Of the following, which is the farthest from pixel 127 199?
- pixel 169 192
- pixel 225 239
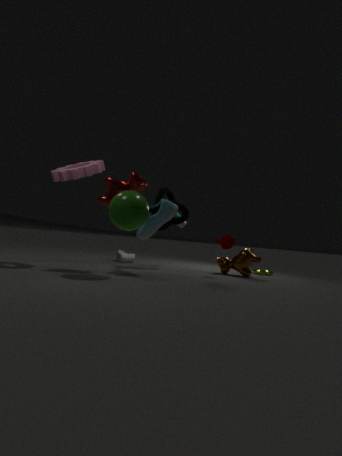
pixel 225 239
